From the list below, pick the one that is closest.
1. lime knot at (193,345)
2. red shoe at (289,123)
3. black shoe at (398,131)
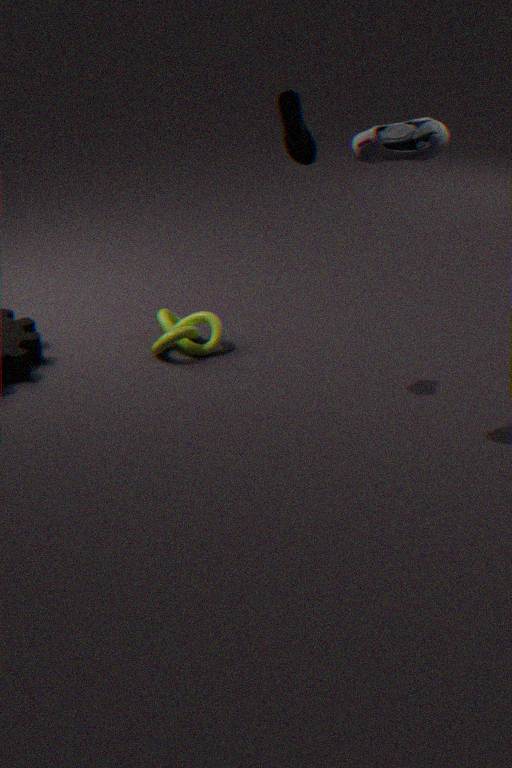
black shoe at (398,131)
